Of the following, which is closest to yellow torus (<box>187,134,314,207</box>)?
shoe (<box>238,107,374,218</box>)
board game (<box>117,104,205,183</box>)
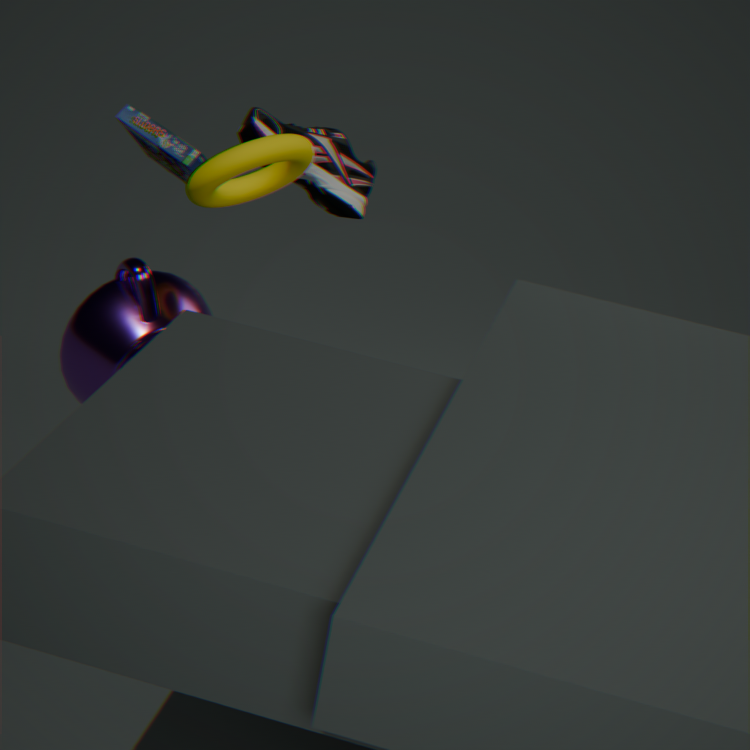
shoe (<box>238,107,374,218</box>)
